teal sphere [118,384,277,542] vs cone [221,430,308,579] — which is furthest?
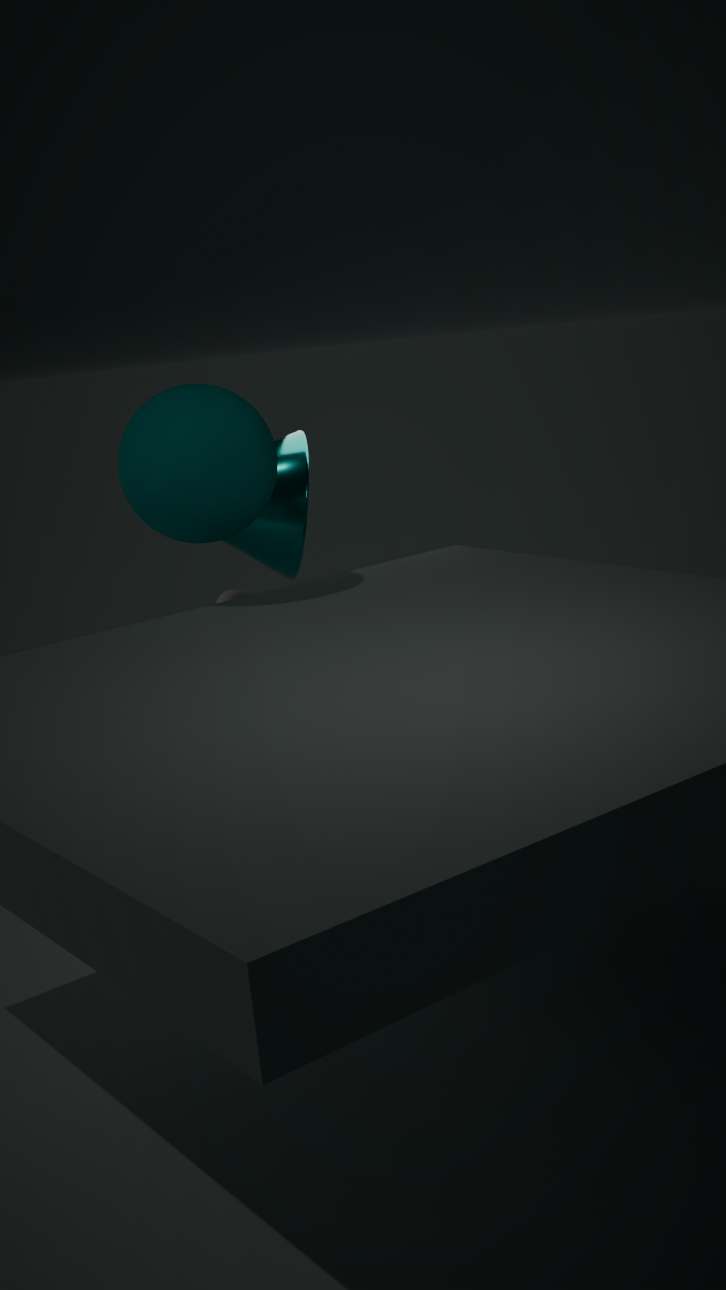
cone [221,430,308,579]
